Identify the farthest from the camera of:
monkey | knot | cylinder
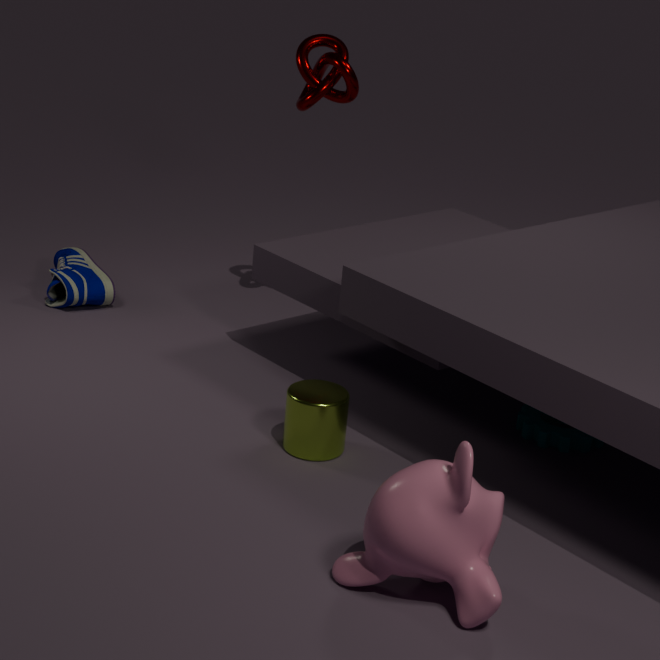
knot
